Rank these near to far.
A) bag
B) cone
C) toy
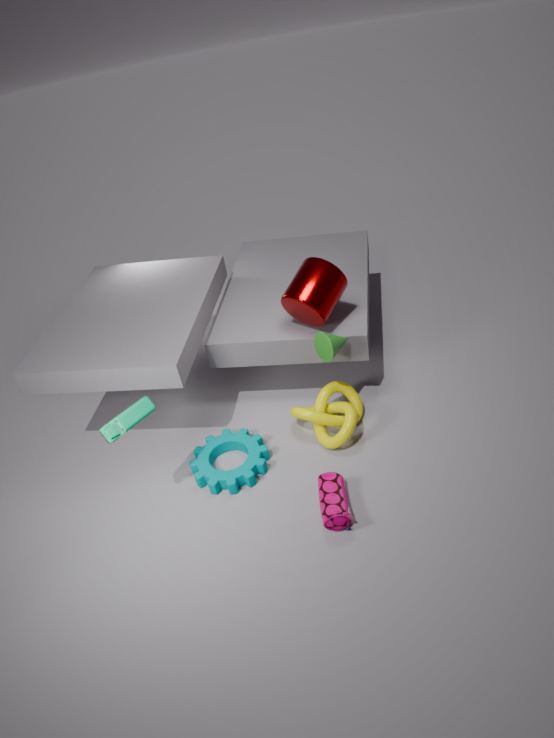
toy
bag
cone
